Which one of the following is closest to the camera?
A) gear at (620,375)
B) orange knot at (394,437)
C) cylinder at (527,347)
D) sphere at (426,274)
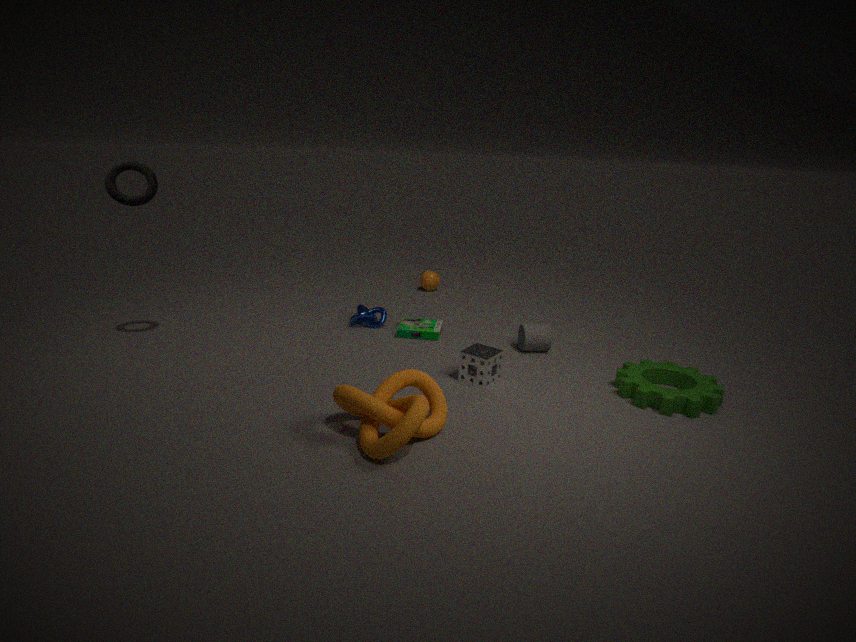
orange knot at (394,437)
